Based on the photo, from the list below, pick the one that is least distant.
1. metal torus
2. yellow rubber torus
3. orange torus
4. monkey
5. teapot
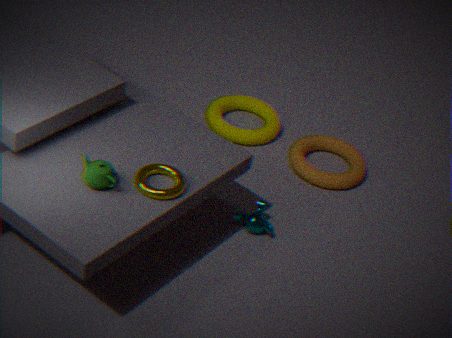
teapot
